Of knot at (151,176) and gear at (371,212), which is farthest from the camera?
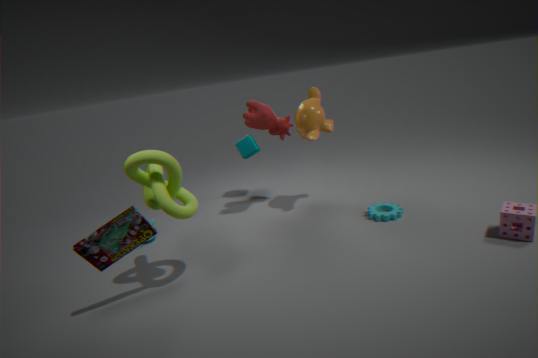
gear at (371,212)
